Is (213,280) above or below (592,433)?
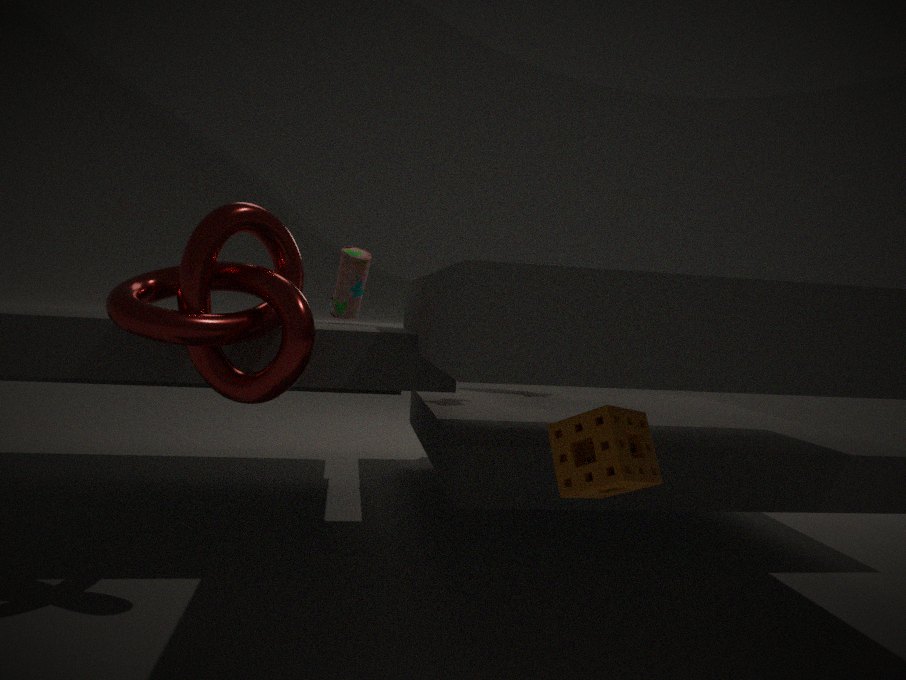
above
